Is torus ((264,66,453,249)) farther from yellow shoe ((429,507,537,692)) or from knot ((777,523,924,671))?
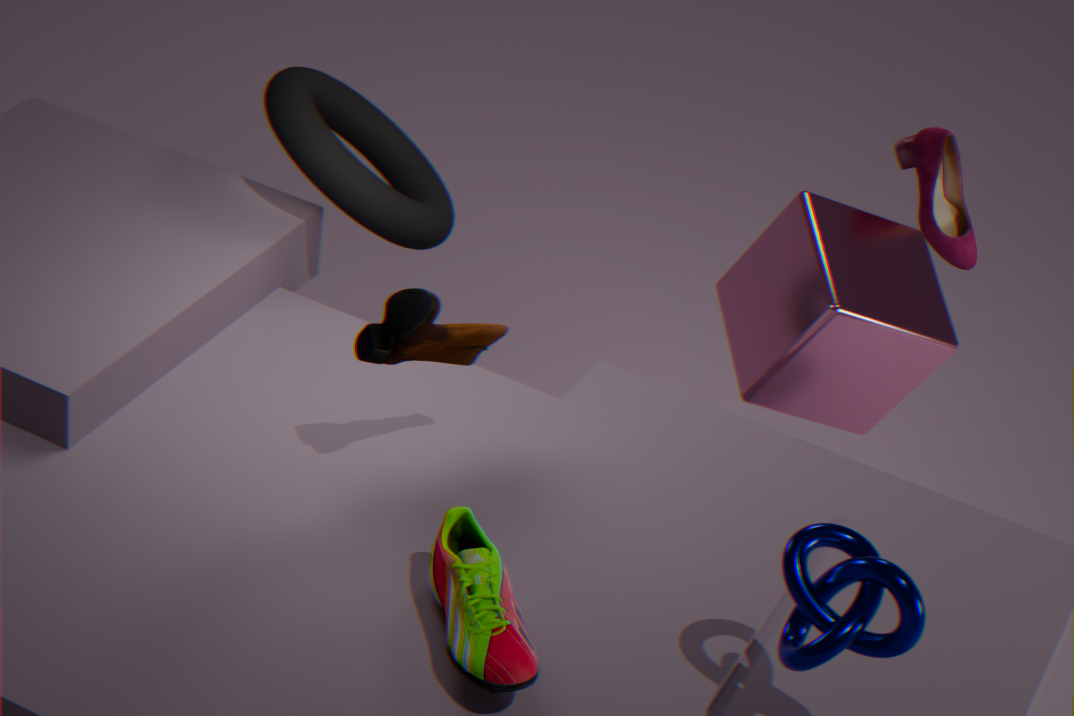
knot ((777,523,924,671))
